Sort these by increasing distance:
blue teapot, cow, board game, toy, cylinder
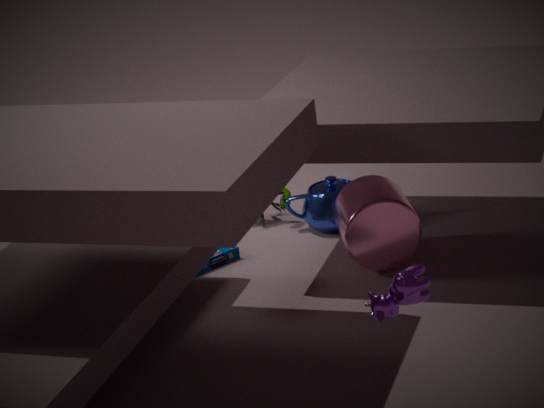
cow, cylinder, board game, blue teapot, toy
